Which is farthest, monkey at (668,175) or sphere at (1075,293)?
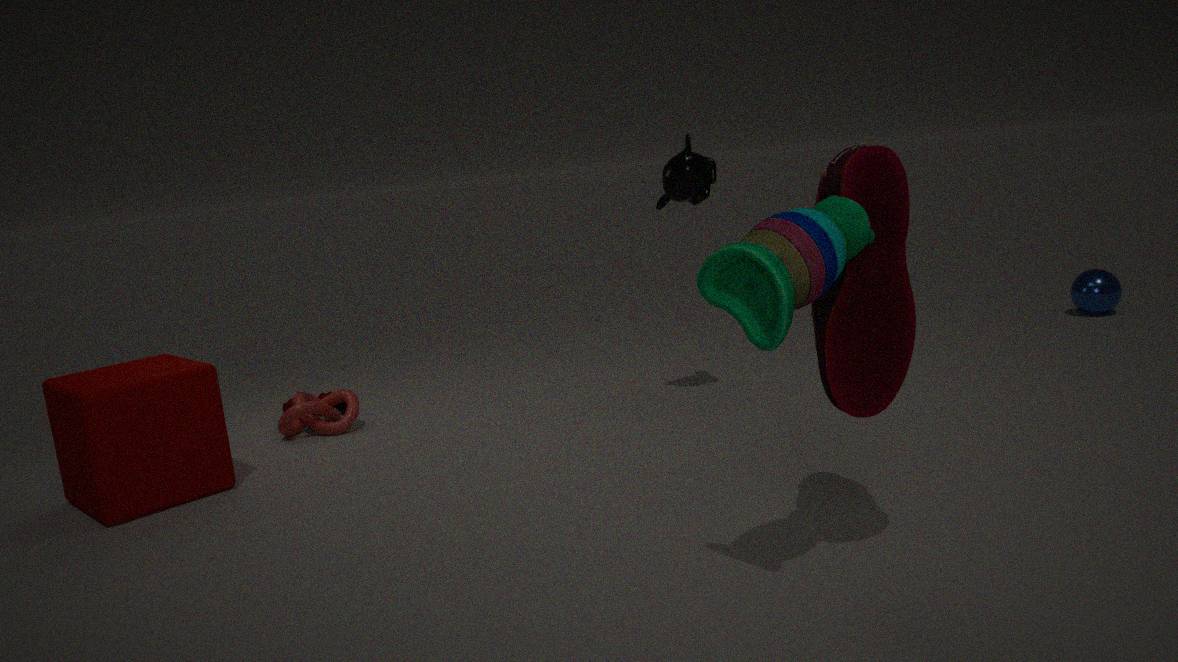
sphere at (1075,293)
